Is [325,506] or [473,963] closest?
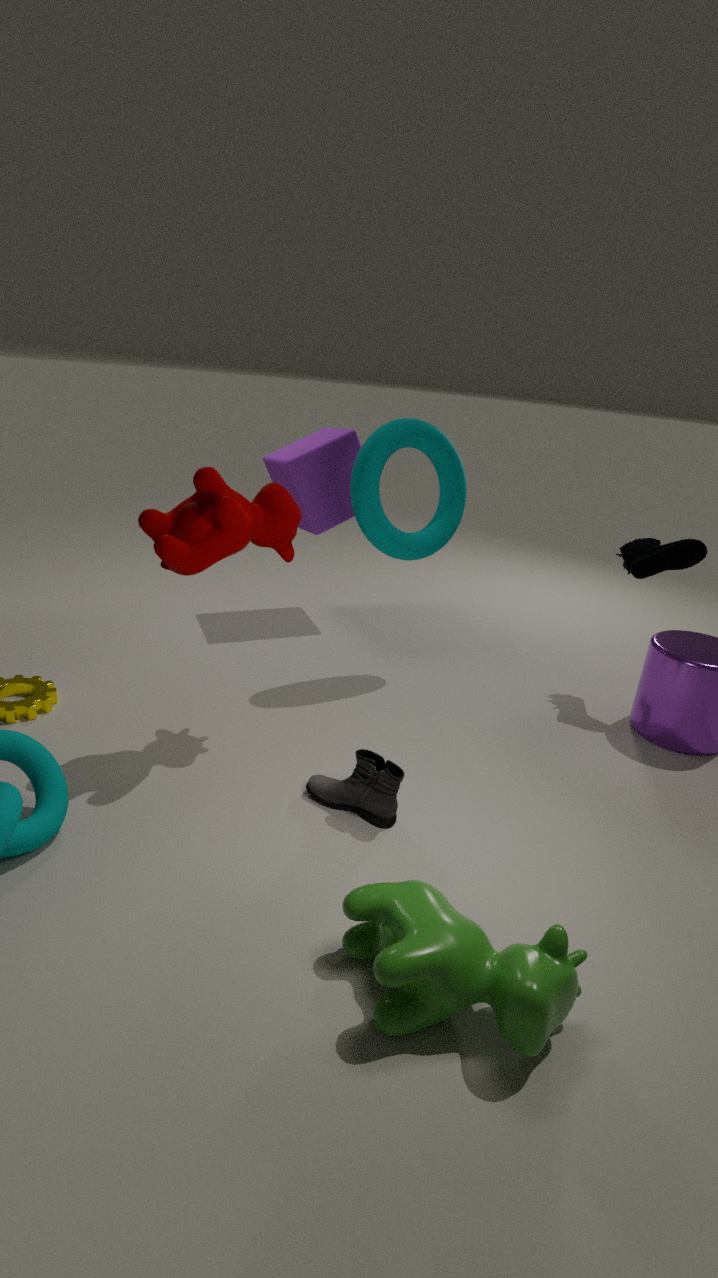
[473,963]
